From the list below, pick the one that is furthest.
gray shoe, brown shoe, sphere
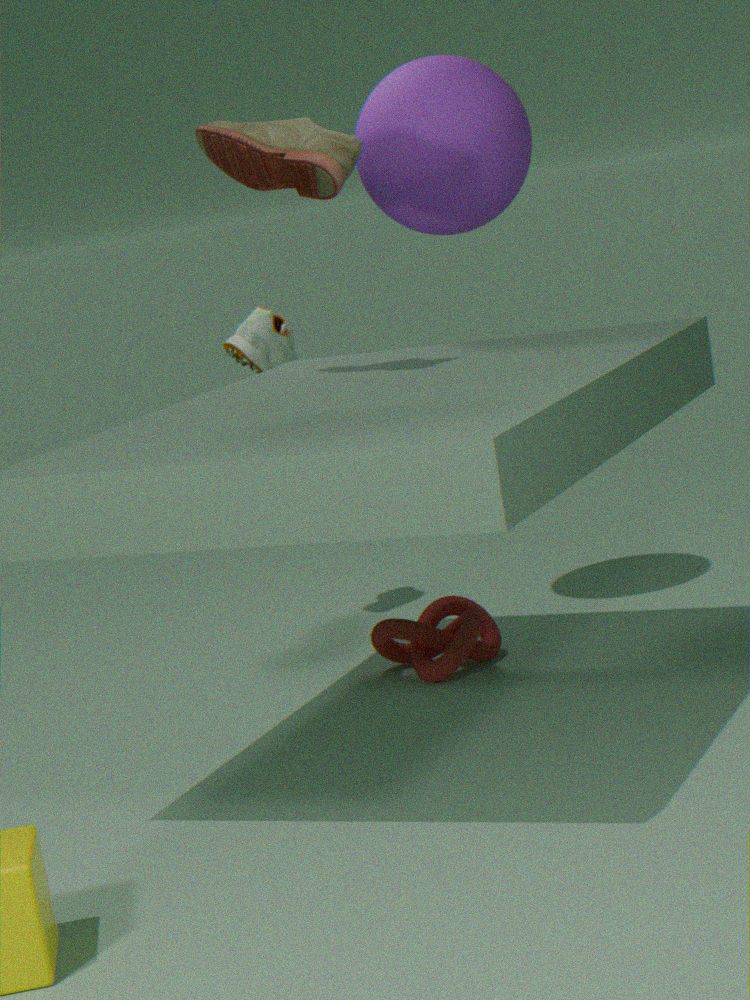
gray shoe
